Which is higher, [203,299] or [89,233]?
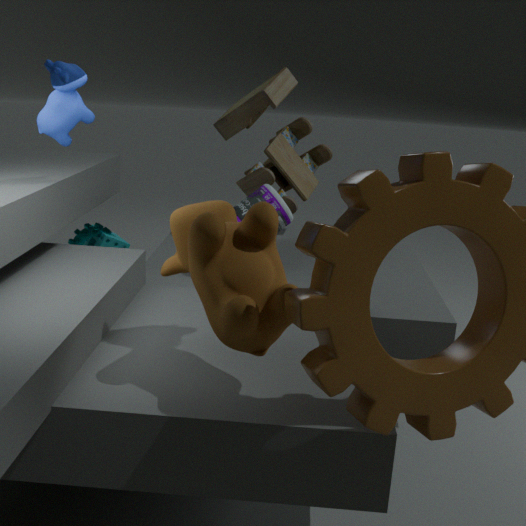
[203,299]
